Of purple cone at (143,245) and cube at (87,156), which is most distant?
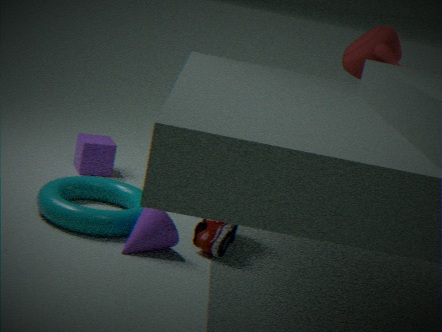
cube at (87,156)
